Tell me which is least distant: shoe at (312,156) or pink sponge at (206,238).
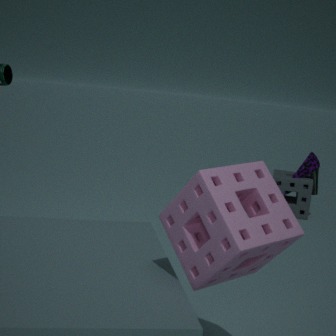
pink sponge at (206,238)
